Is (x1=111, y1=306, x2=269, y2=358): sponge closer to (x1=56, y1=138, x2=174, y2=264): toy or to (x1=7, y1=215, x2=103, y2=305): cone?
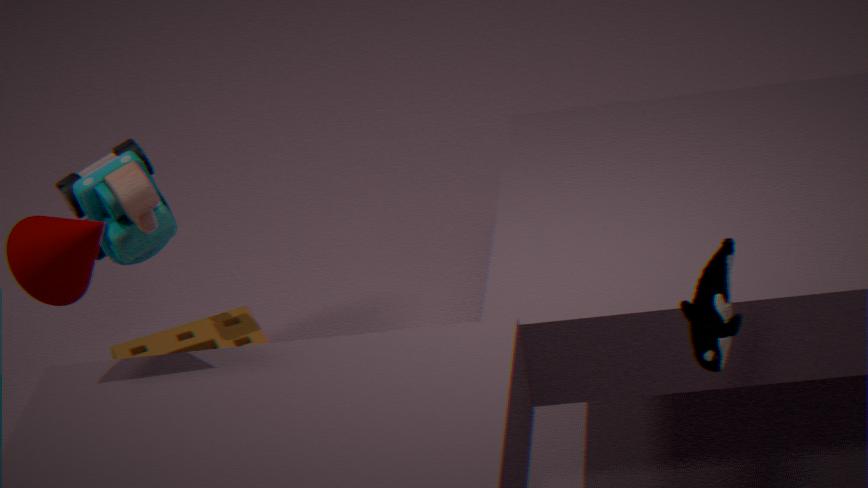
(x1=56, y1=138, x2=174, y2=264): toy
